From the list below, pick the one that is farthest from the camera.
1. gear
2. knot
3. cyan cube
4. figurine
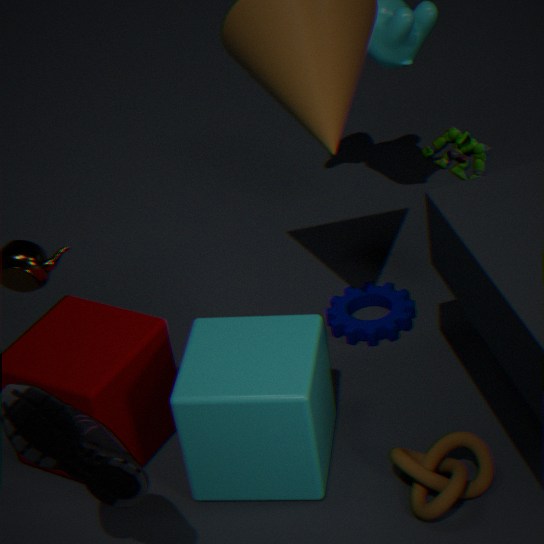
gear
